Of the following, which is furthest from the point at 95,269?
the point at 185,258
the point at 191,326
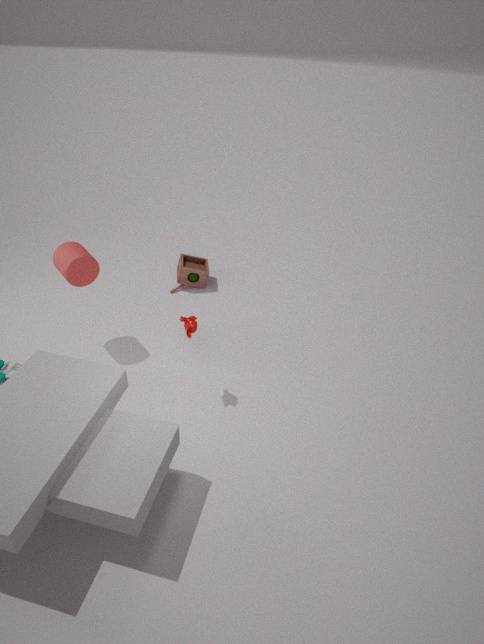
the point at 185,258
